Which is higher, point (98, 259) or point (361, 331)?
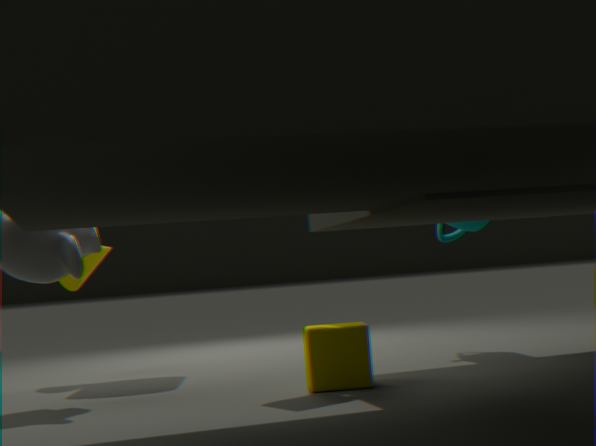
point (98, 259)
